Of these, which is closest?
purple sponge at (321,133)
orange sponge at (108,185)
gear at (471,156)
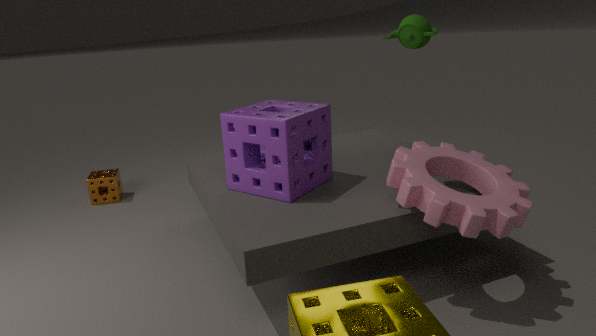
gear at (471,156)
